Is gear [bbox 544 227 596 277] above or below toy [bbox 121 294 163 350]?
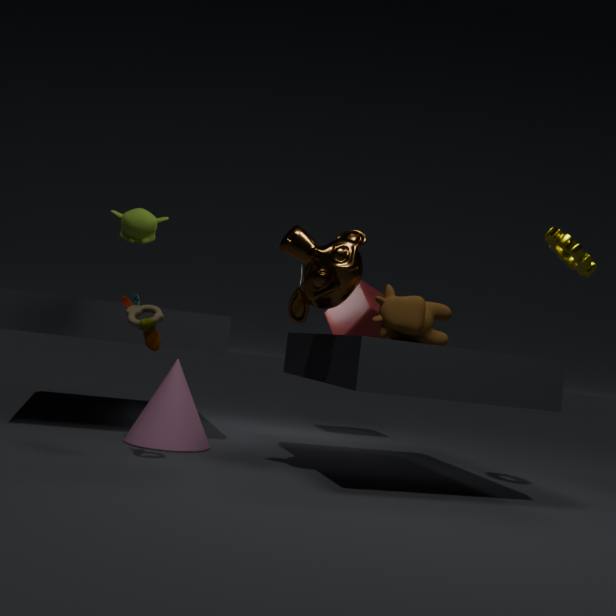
above
